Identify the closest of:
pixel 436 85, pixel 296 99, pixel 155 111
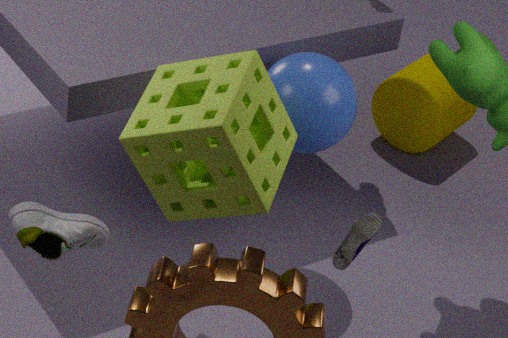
pixel 155 111
